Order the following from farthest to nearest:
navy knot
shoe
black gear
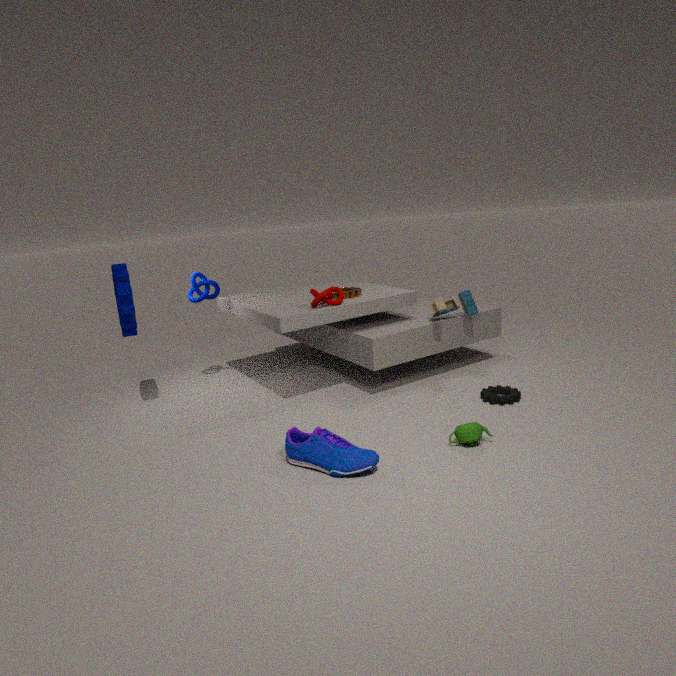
navy knot
black gear
shoe
